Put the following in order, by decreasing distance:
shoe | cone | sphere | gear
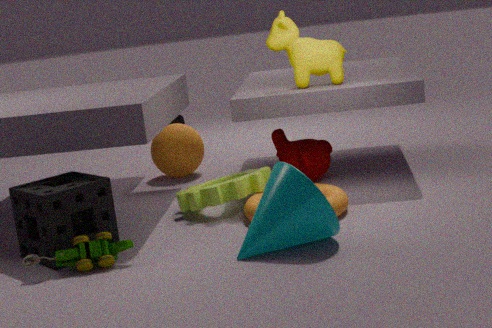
shoe
sphere
gear
cone
